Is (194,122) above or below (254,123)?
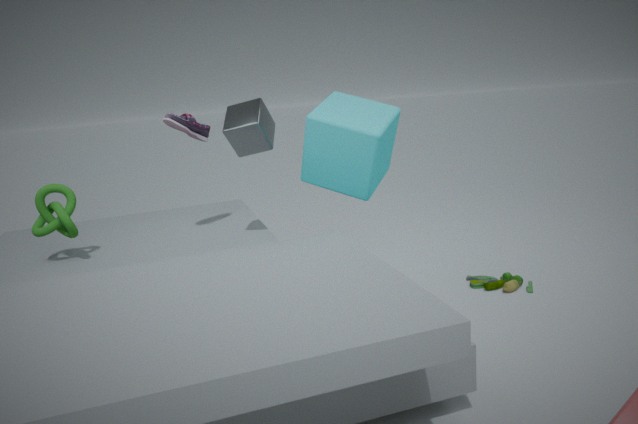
above
